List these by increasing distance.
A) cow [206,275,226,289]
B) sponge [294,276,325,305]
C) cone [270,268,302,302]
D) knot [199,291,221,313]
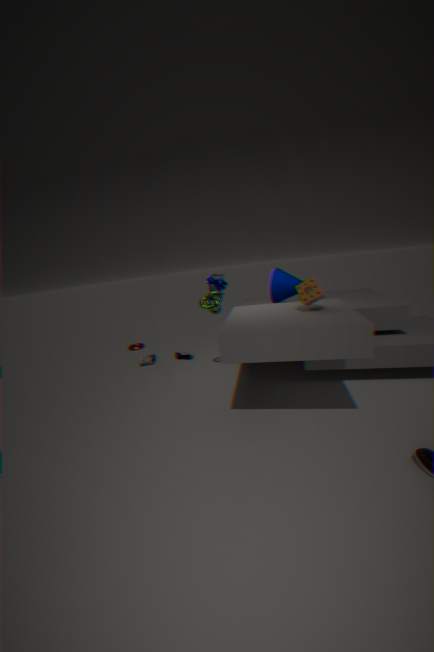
sponge [294,276,325,305], knot [199,291,221,313], cone [270,268,302,302], cow [206,275,226,289]
